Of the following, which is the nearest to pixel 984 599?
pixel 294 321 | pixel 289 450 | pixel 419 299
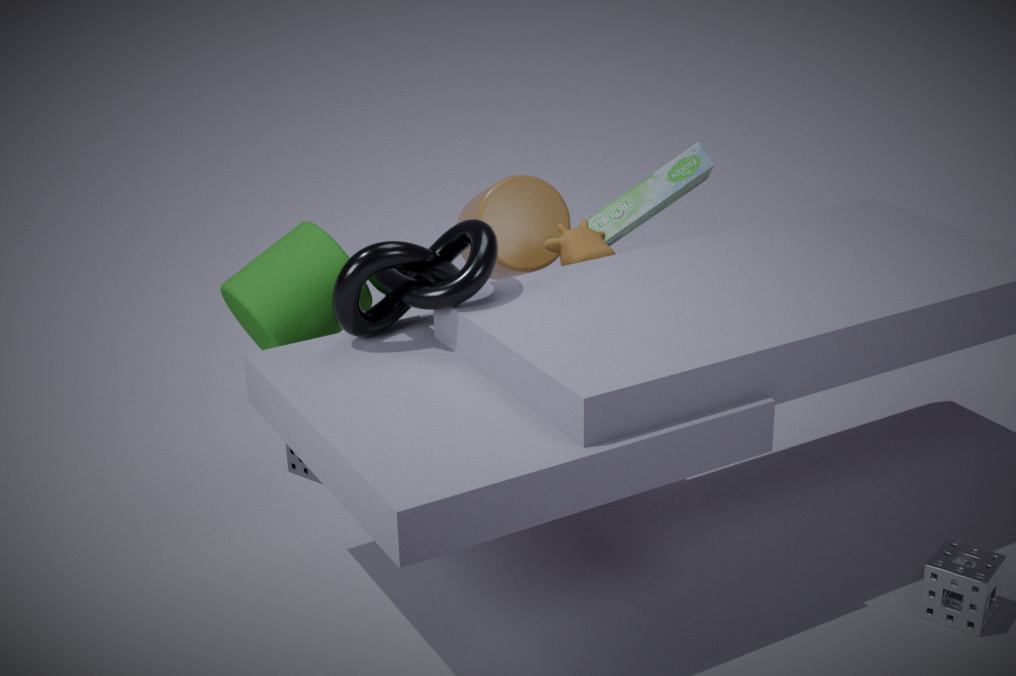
pixel 419 299
